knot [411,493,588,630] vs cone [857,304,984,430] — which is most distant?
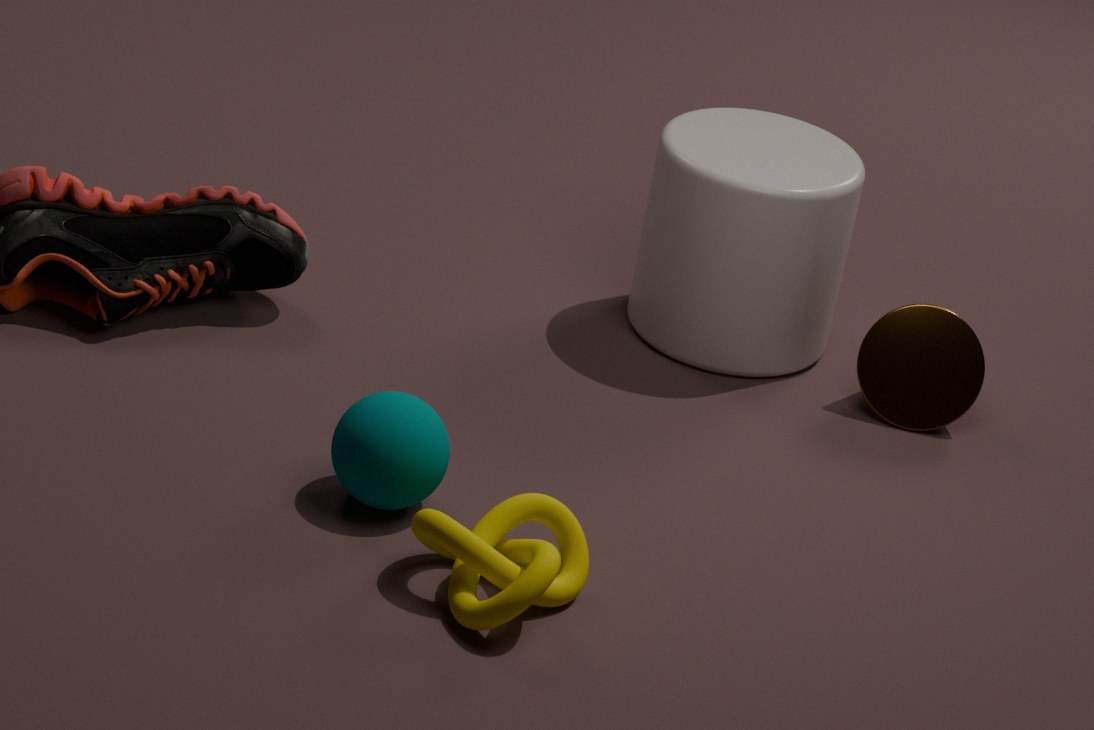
cone [857,304,984,430]
